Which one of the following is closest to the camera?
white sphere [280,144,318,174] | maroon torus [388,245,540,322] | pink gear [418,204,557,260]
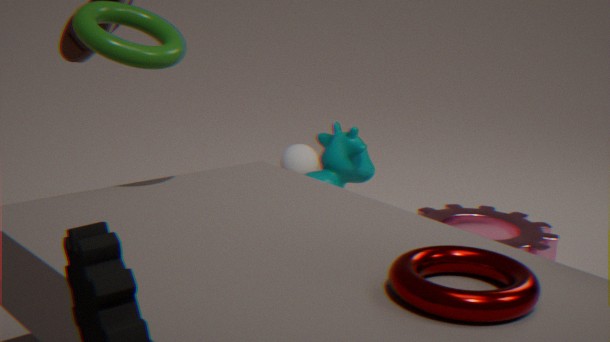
maroon torus [388,245,540,322]
